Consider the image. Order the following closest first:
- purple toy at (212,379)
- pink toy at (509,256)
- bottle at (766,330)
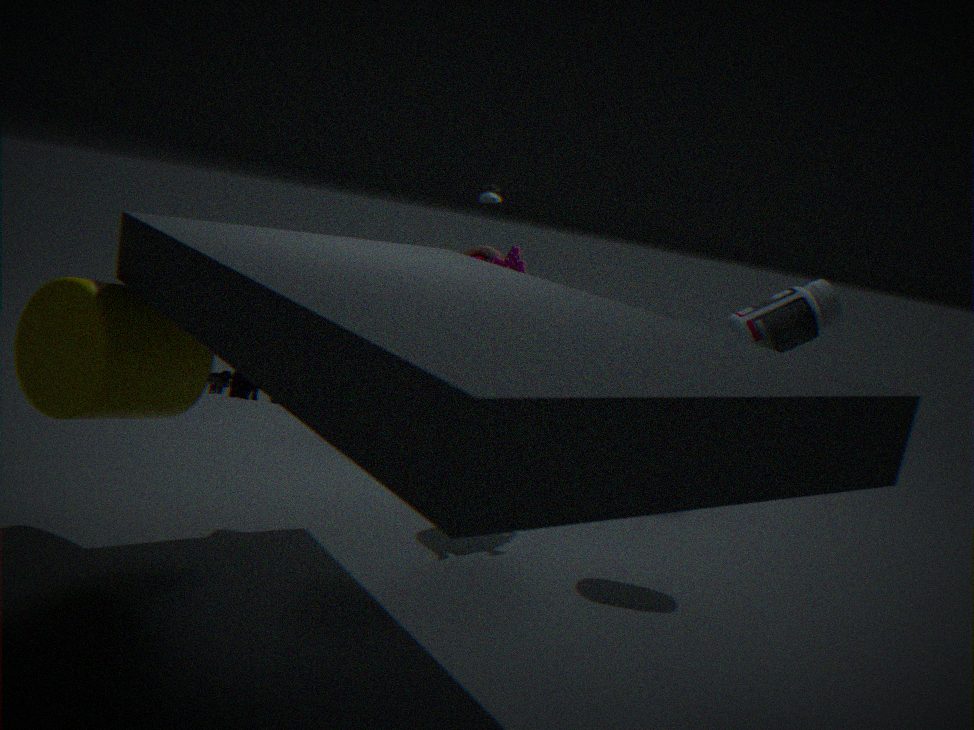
purple toy at (212,379) → bottle at (766,330) → pink toy at (509,256)
